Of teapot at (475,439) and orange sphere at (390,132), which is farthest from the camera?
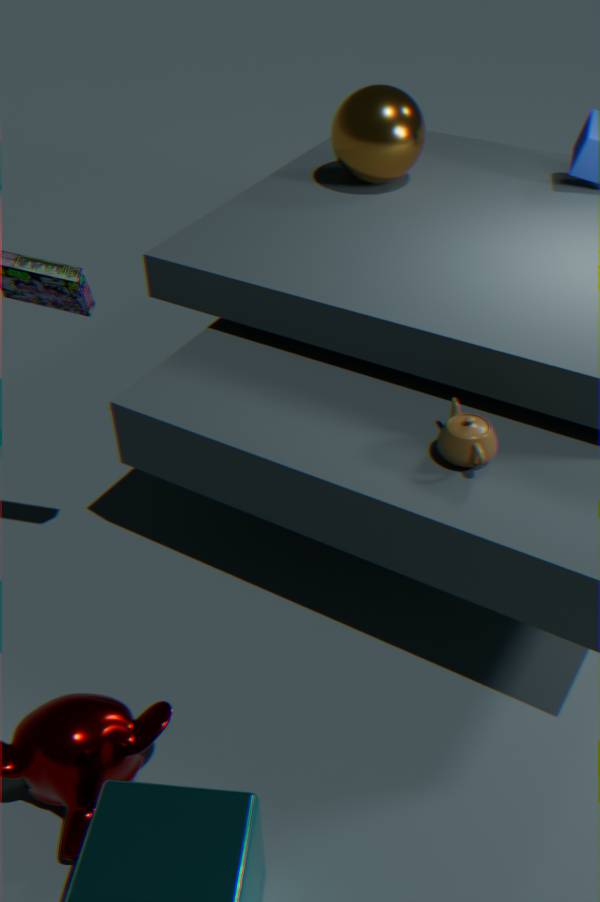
orange sphere at (390,132)
